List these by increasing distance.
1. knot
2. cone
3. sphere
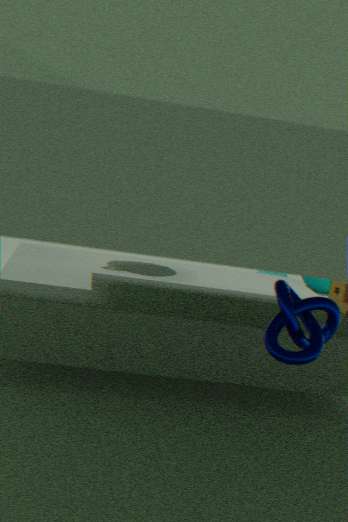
cone
knot
sphere
